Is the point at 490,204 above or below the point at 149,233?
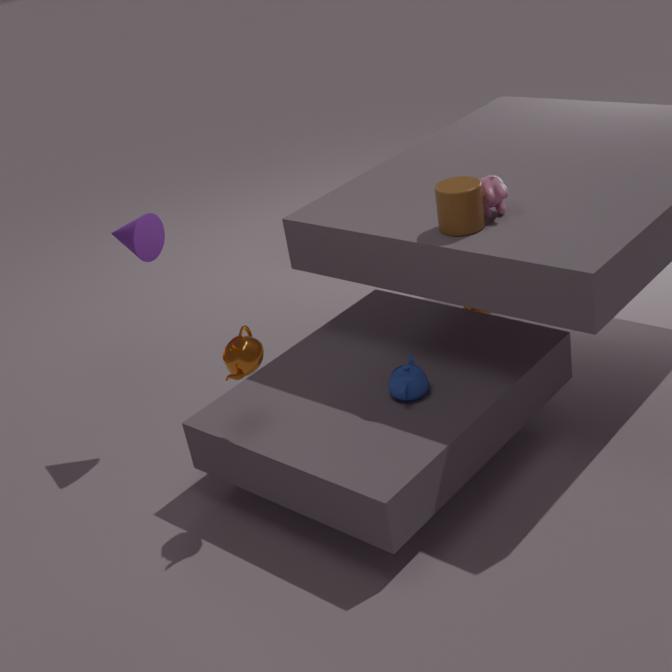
above
